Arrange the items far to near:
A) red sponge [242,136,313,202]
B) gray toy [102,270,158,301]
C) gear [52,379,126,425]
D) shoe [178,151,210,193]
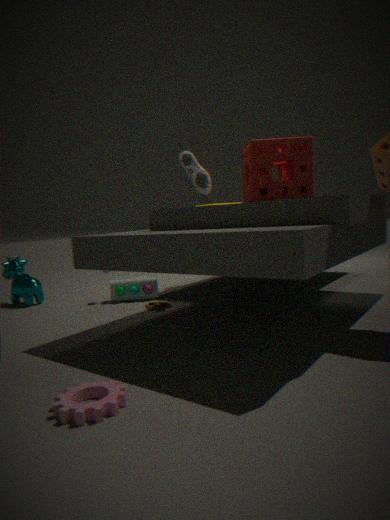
gray toy [102,270,158,301] < shoe [178,151,210,193] < red sponge [242,136,313,202] < gear [52,379,126,425]
